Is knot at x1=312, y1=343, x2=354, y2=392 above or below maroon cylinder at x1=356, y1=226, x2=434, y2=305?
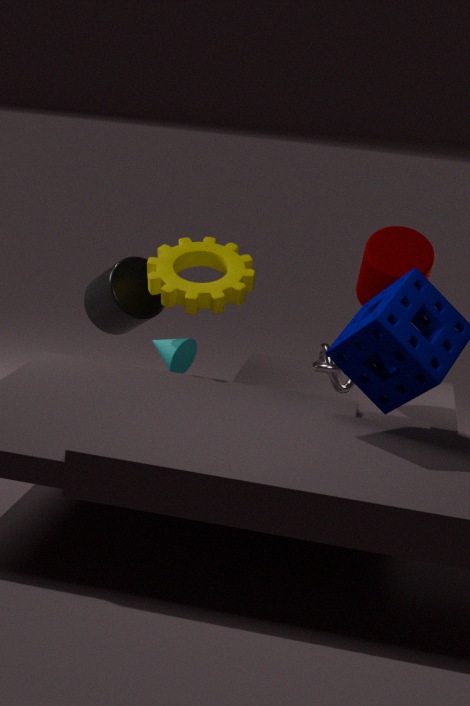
below
